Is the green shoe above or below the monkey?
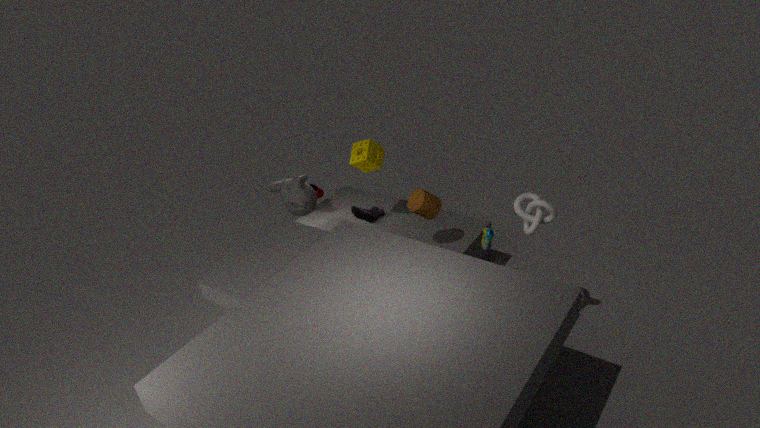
below
